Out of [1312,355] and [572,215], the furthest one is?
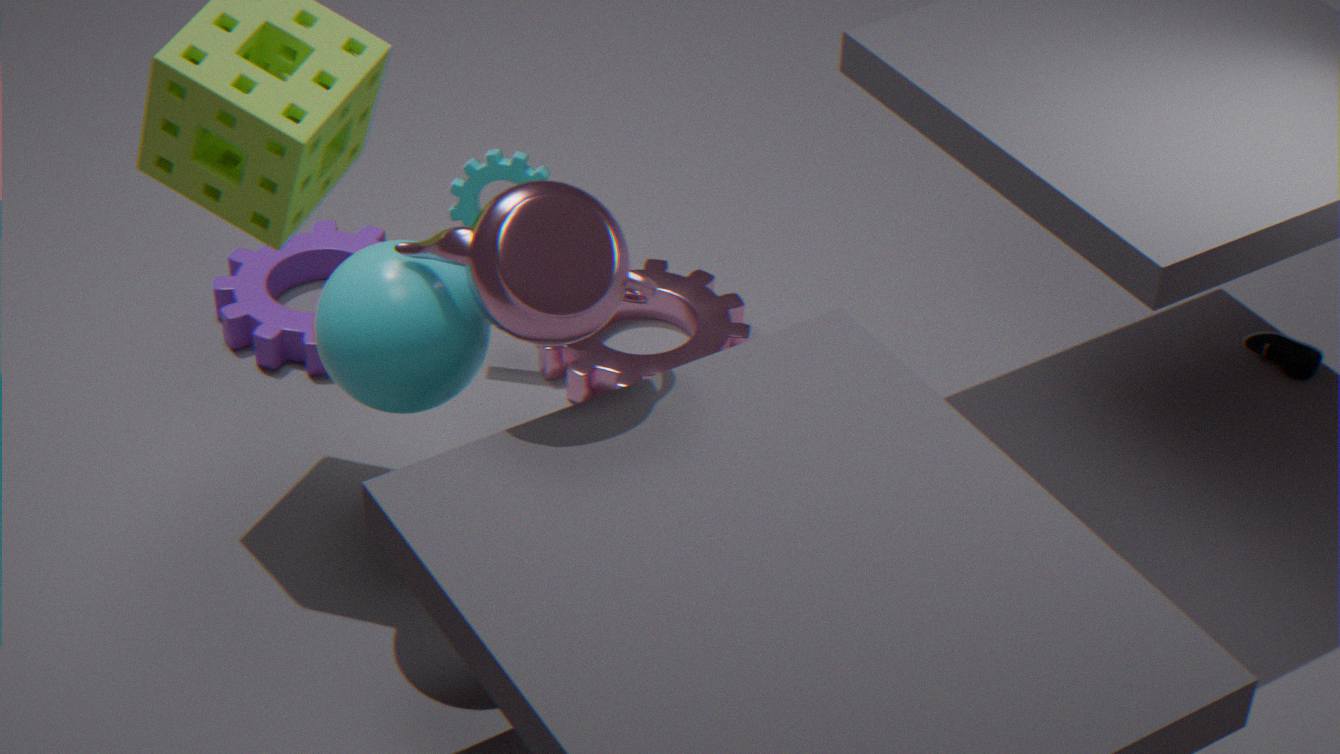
[1312,355]
